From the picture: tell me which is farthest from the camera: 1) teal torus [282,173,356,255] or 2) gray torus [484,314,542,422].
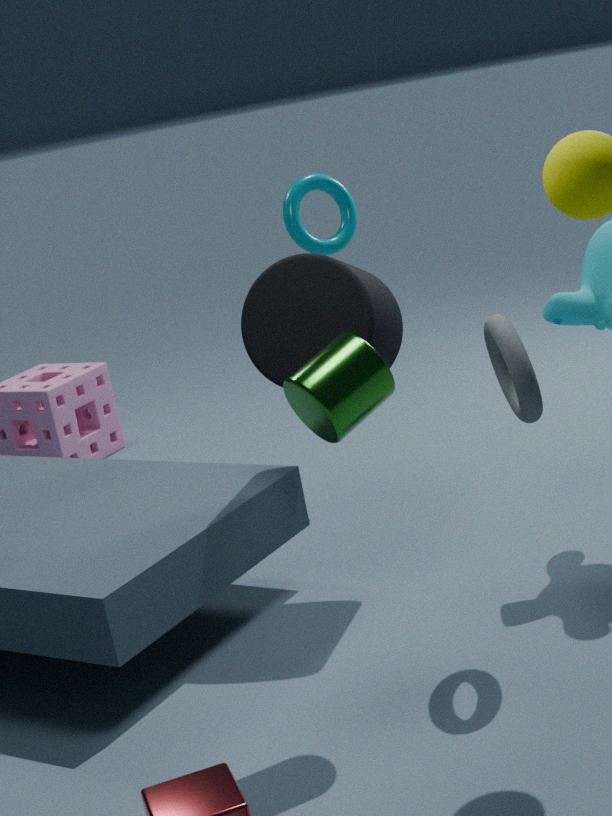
1. teal torus [282,173,356,255]
